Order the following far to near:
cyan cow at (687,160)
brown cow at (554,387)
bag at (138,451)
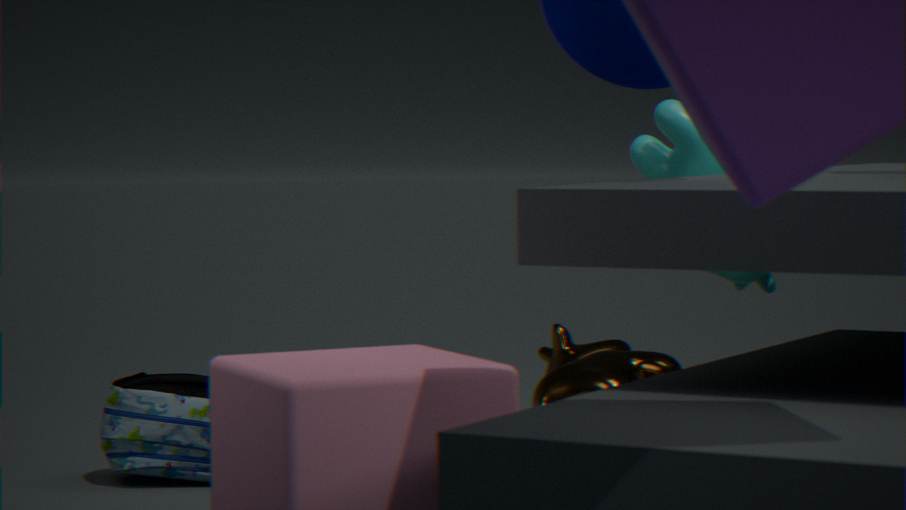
brown cow at (554,387)
cyan cow at (687,160)
bag at (138,451)
